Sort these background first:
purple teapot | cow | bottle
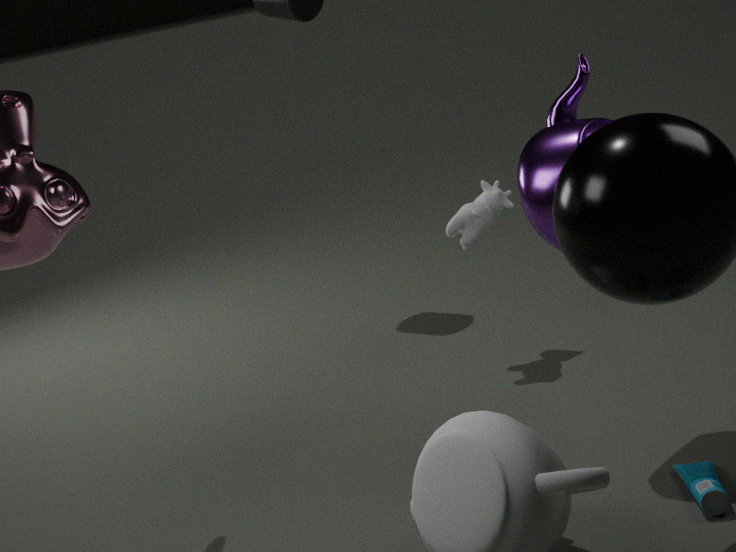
cow
purple teapot
bottle
